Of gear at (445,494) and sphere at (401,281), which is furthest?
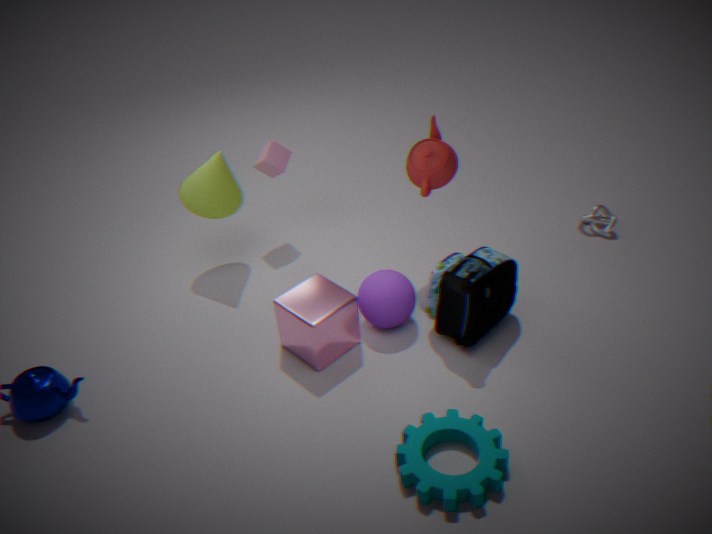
sphere at (401,281)
